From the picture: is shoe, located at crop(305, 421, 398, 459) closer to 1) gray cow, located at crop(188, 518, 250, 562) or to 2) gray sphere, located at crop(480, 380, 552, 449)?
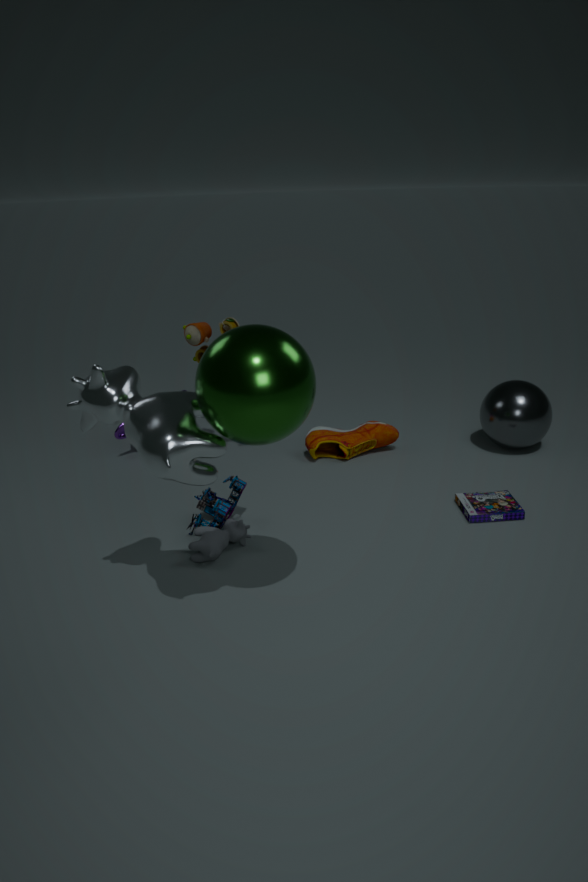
2) gray sphere, located at crop(480, 380, 552, 449)
